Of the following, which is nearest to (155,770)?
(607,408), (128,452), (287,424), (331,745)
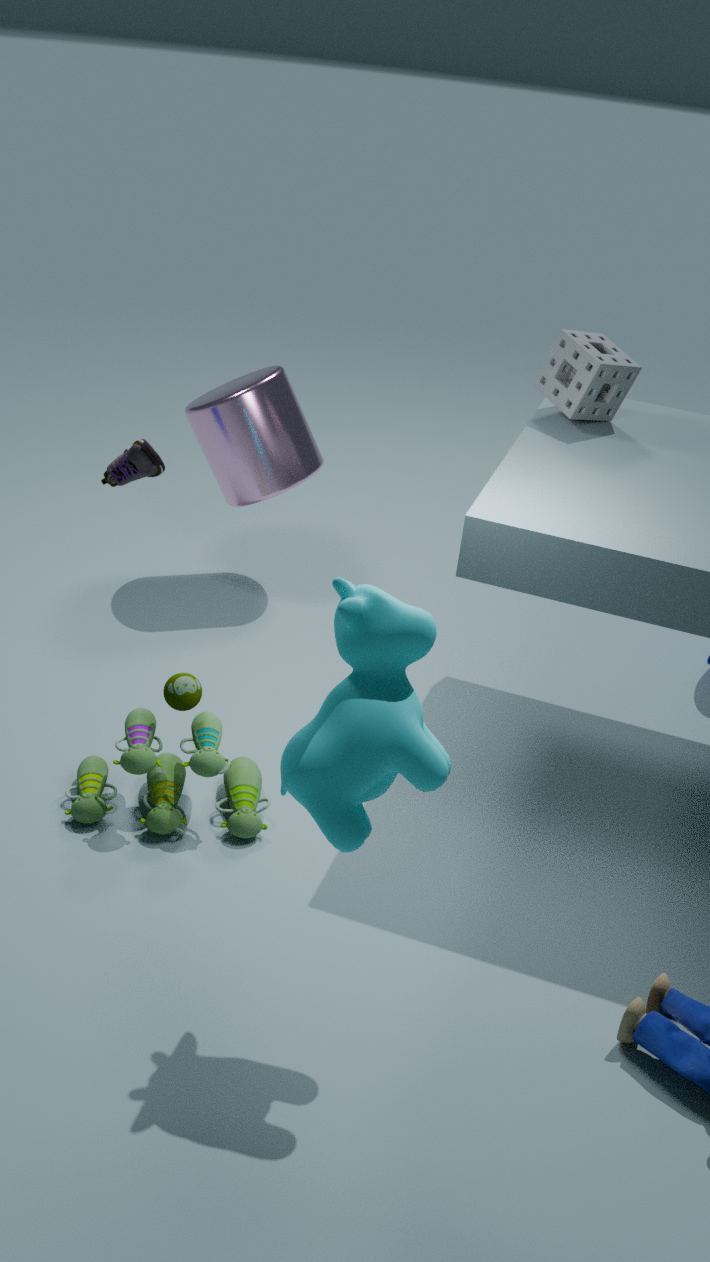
(128,452)
